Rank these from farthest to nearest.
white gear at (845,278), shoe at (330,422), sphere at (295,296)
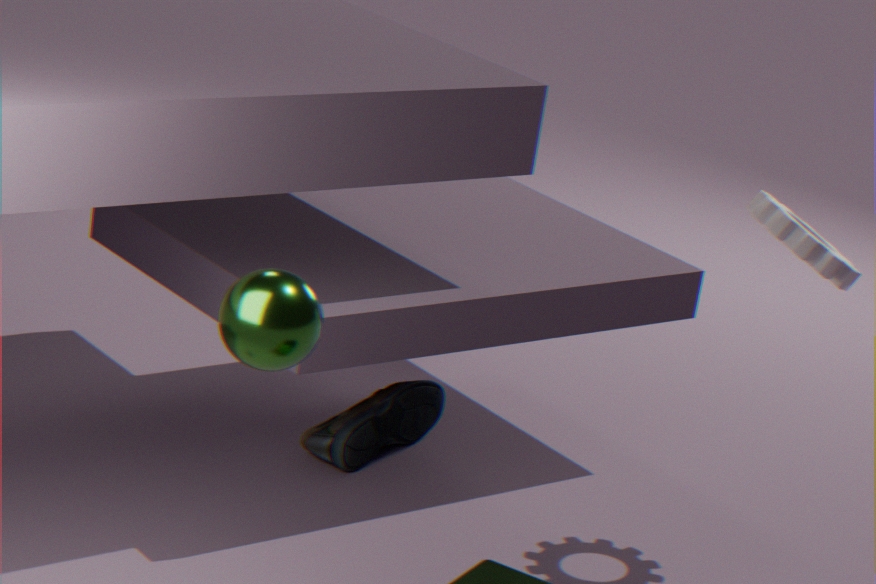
shoe at (330,422)
white gear at (845,278)
sphere at (295,296)
